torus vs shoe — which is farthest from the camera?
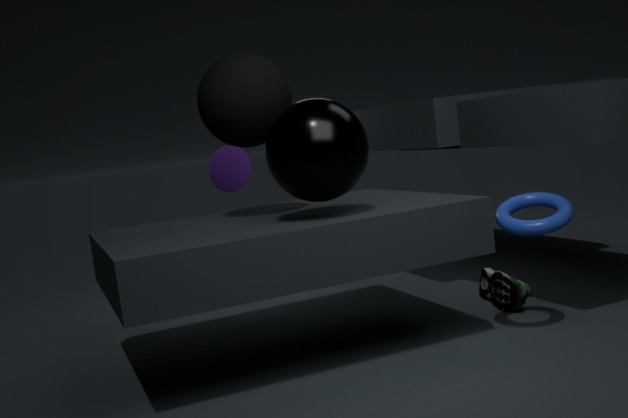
shoe
